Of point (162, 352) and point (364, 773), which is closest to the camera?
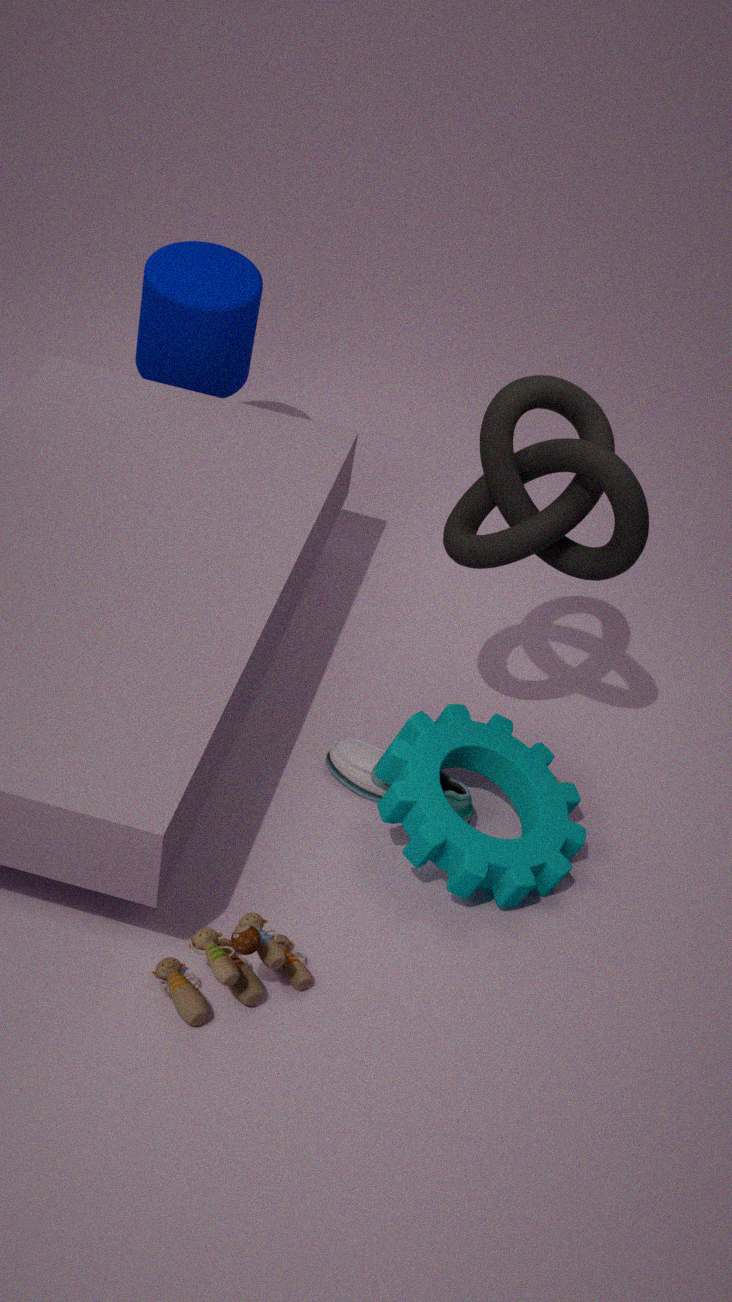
point (364, 773)
